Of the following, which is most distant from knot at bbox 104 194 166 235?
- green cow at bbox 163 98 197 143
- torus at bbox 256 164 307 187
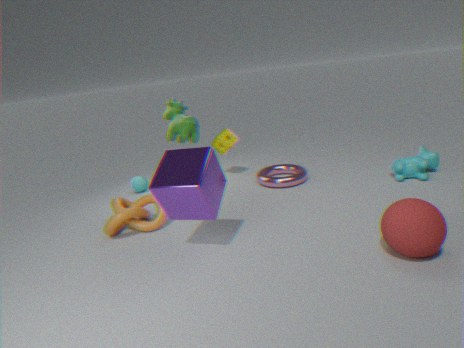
torus at bbox 256 164 307 187
